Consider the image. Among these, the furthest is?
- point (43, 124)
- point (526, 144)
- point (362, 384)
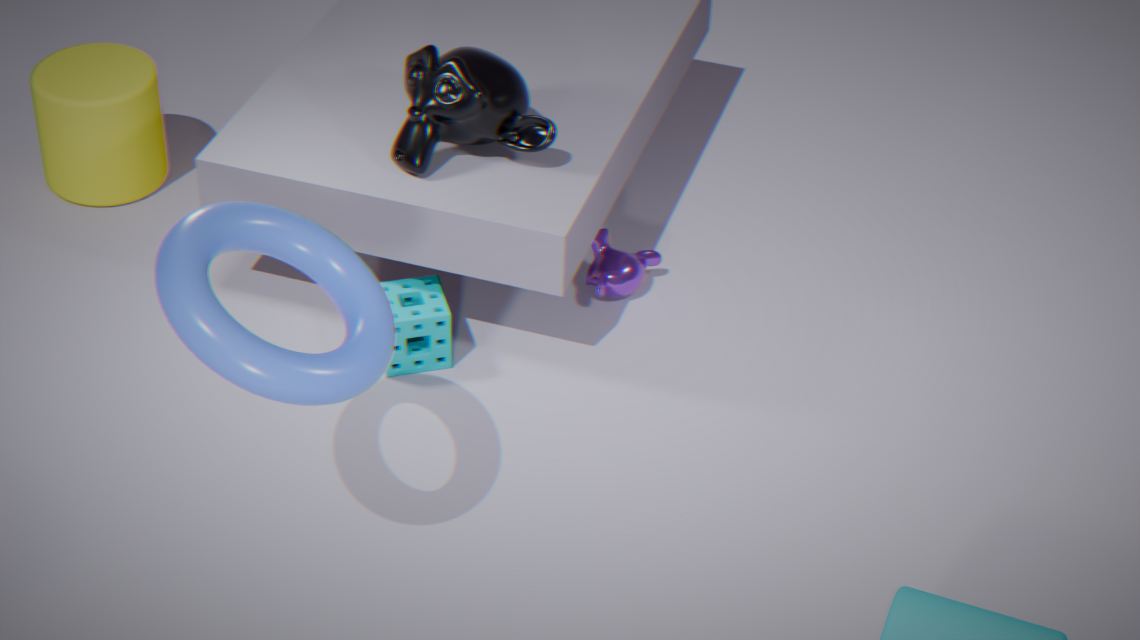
point (43, 124)
